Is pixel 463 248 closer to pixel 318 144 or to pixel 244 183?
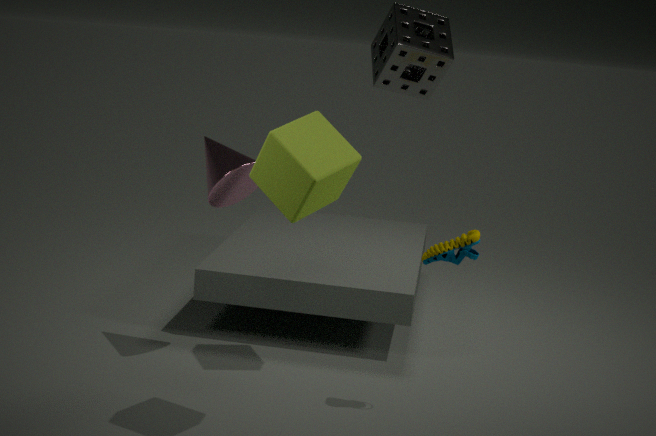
pixel 318 144
